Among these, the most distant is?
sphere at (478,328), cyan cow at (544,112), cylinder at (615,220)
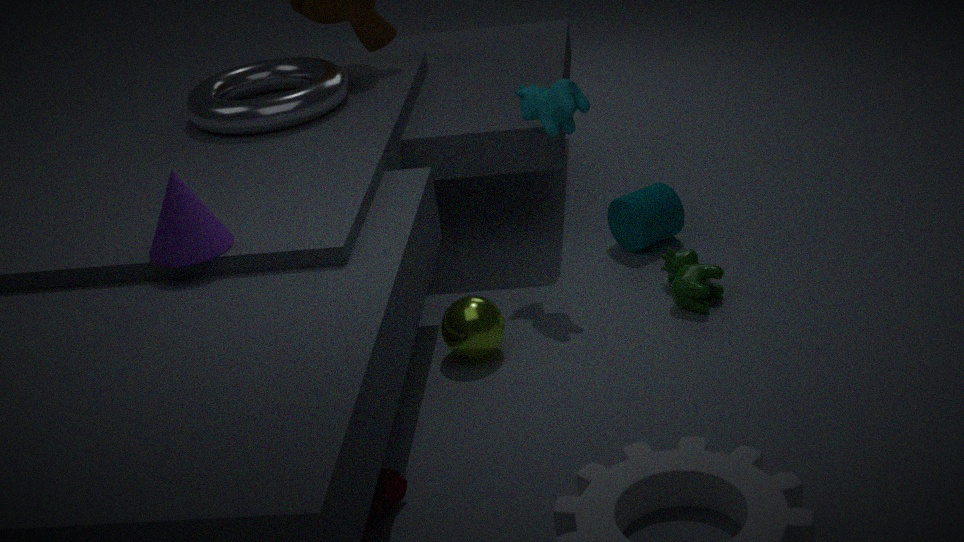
cylinder at (615,220)
